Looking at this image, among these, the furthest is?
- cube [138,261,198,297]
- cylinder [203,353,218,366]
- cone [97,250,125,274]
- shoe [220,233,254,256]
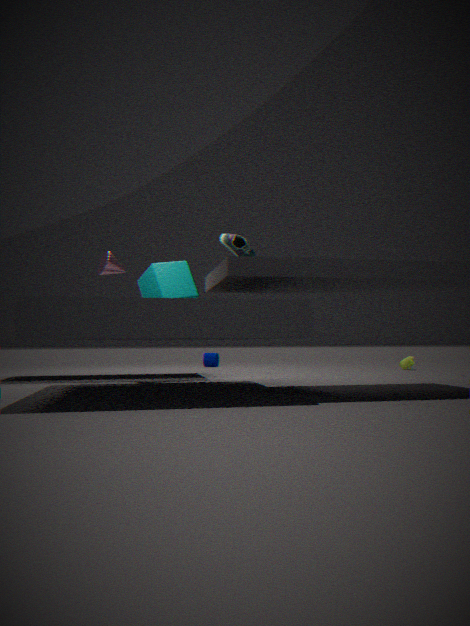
cylinder [203,353,218,366]
